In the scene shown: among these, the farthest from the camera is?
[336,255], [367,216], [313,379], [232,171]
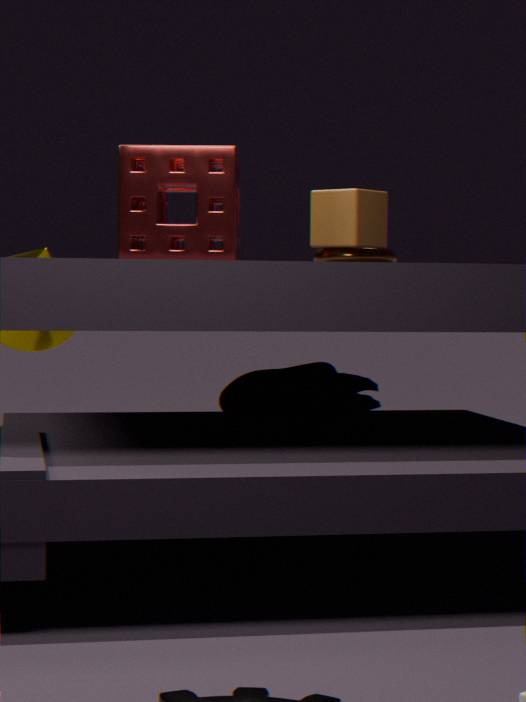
[336,255]
